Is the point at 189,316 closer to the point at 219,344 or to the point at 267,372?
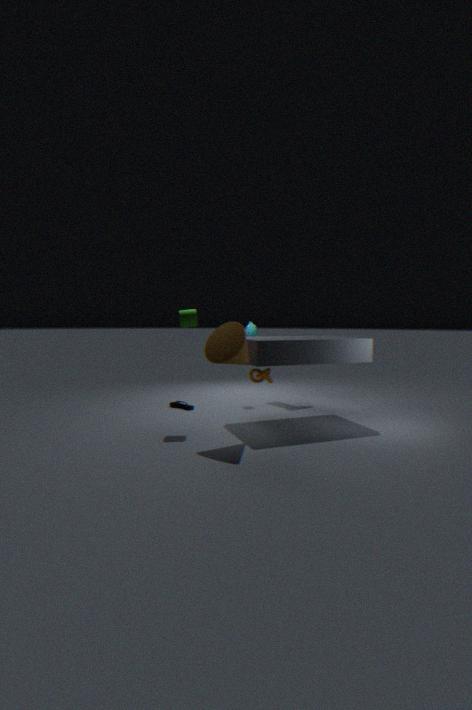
the point at 219,344
